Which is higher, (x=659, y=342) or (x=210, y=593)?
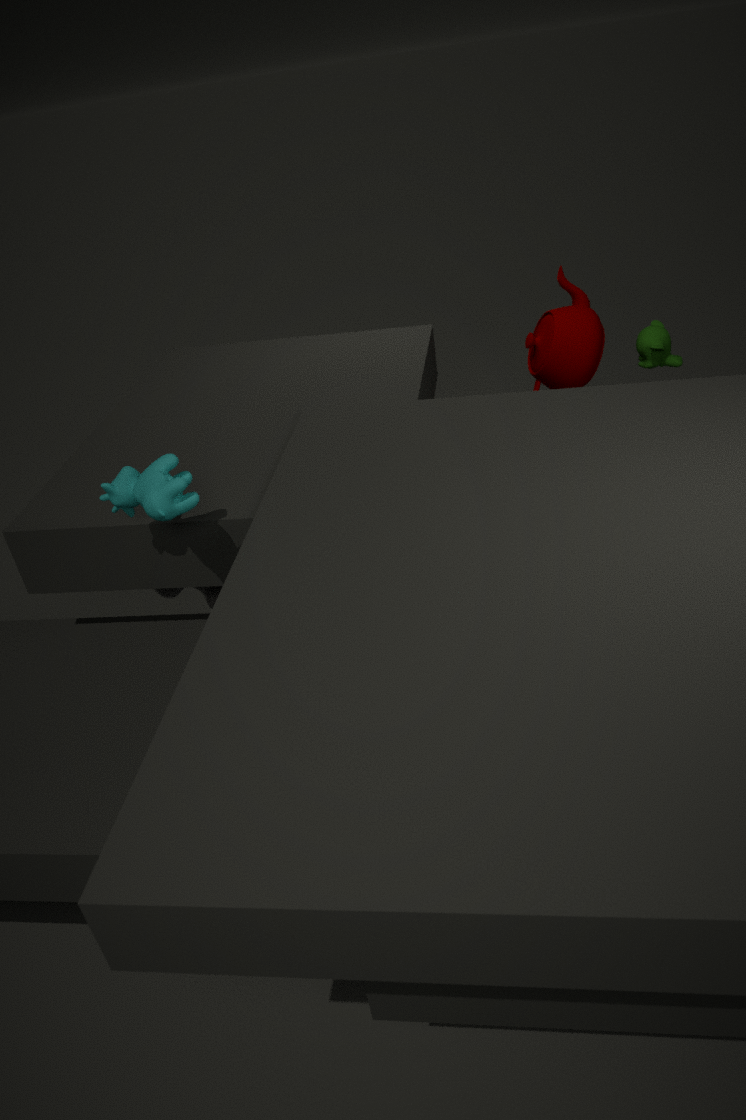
(x=659, y=342)
